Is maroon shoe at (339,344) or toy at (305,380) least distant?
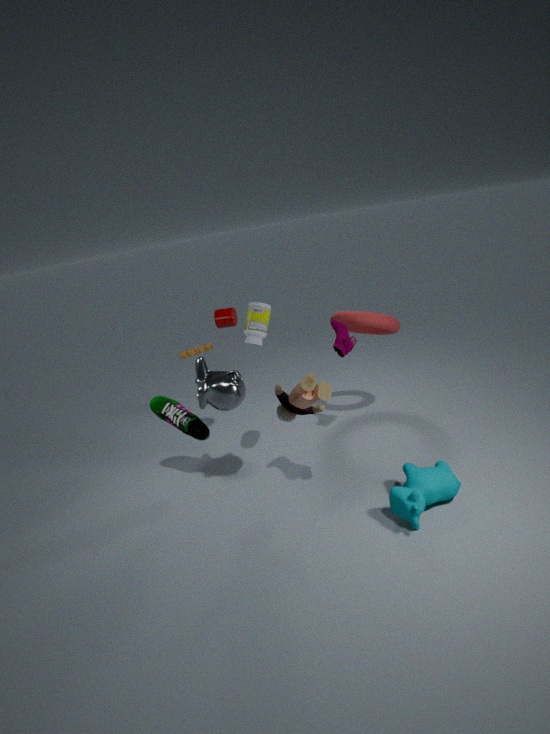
toy at (305,380)
